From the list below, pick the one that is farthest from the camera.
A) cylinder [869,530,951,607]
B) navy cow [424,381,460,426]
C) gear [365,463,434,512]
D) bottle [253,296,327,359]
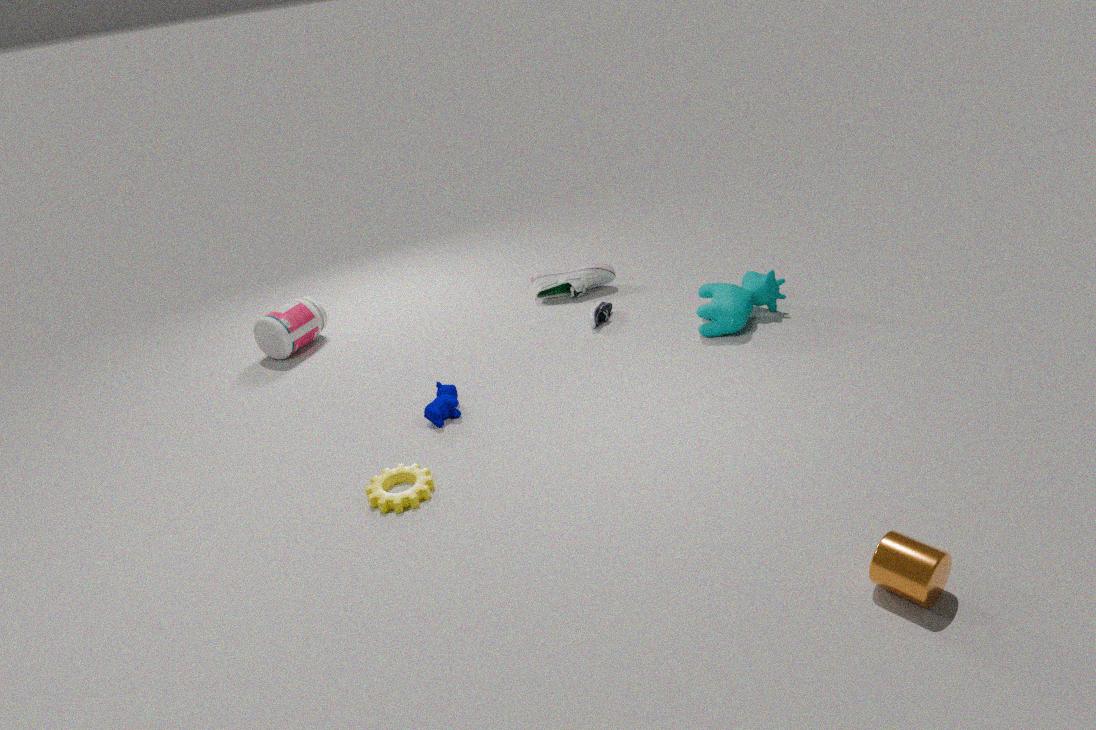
bottle [253,296,327,359]
